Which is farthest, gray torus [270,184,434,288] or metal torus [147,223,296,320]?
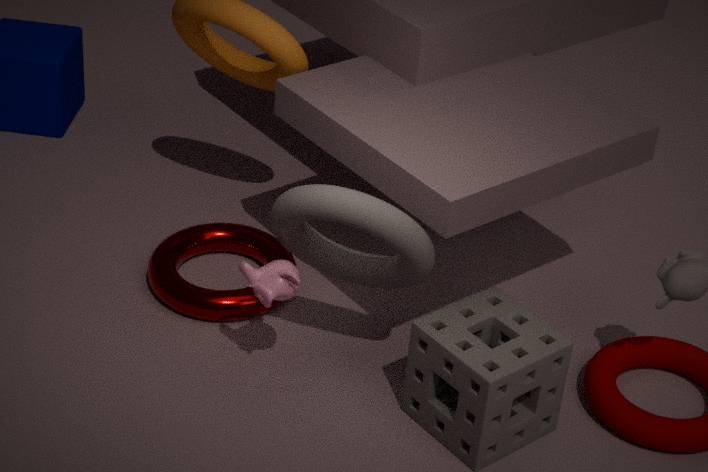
metal torus [147,223,296,320]
